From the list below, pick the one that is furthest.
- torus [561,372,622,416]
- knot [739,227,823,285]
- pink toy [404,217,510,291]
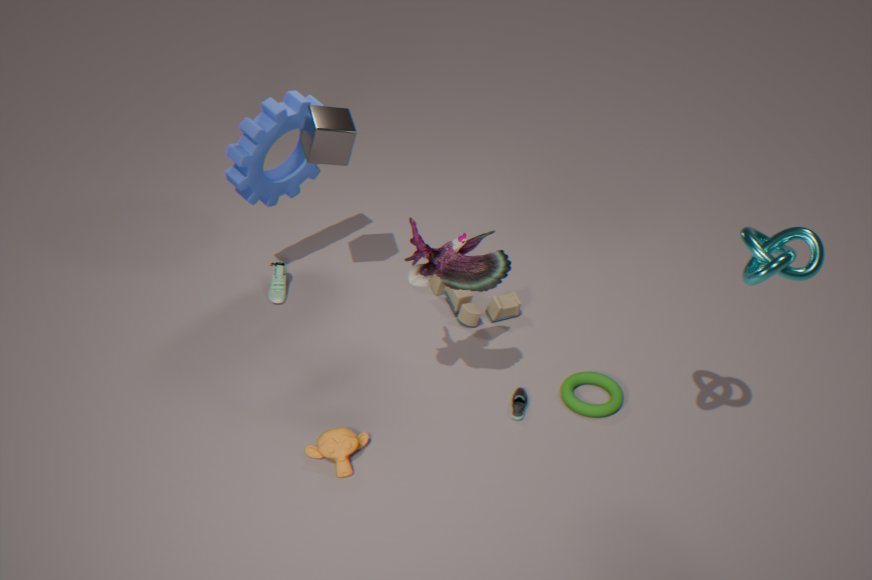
torus [561,372,622,416]
